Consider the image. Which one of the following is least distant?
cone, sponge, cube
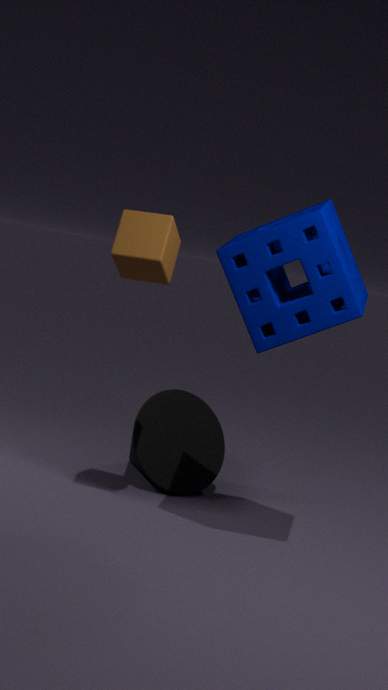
sponge
